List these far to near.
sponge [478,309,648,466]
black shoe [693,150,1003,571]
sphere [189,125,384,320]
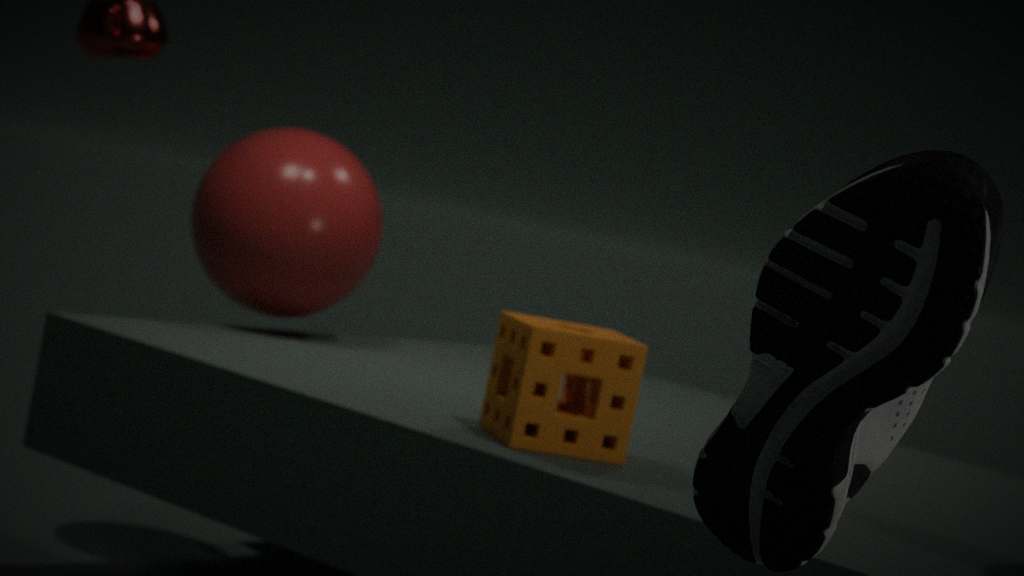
sphere [189,125,384,320], sponge [478,309,648,466], black shoe [693,150,1003,571]
